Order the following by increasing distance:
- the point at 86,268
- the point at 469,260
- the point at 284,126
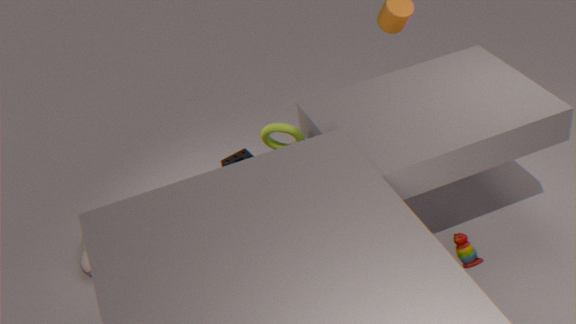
the point at 469,260, the point at 284,126, the point at 86,268
